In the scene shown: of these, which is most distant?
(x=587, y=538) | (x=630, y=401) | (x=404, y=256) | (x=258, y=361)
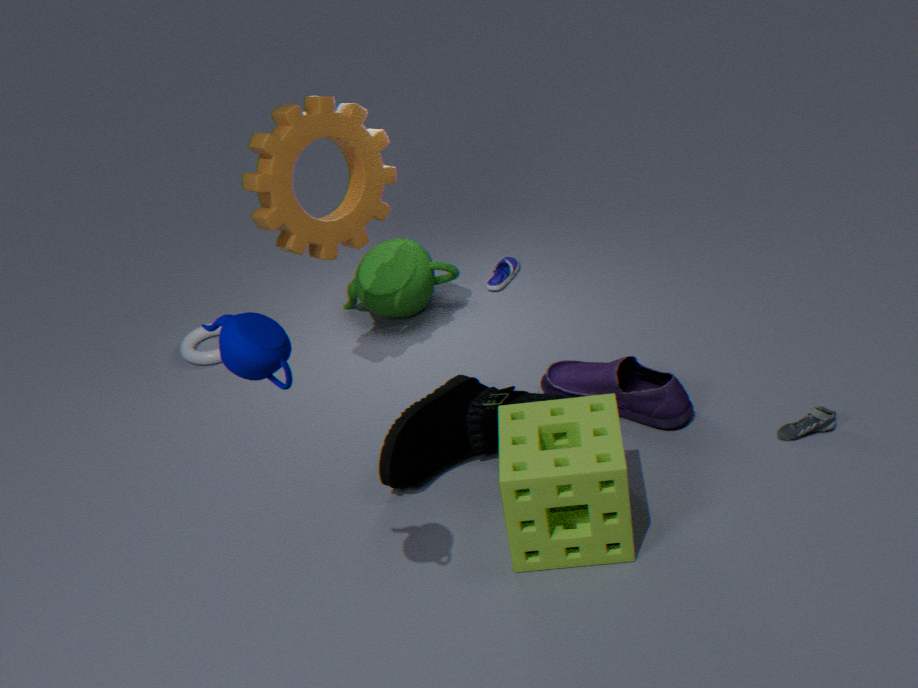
(x=404, y=256)
